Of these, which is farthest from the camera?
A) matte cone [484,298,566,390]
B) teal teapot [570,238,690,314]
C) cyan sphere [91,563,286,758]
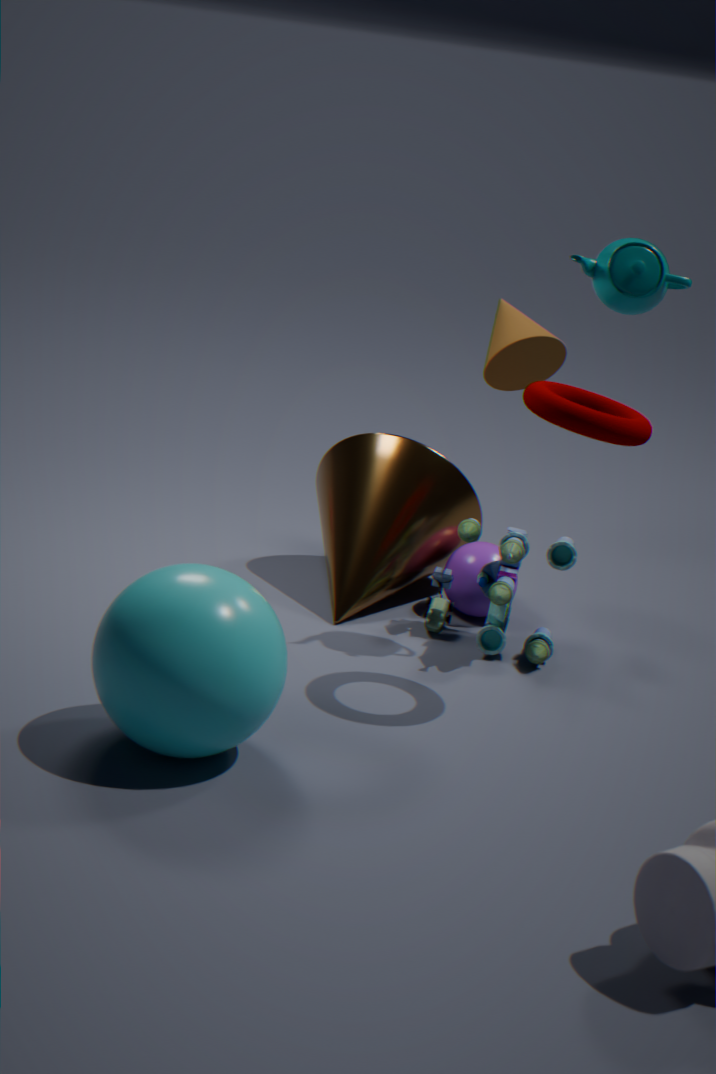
matte cone [484,298,566,390]
